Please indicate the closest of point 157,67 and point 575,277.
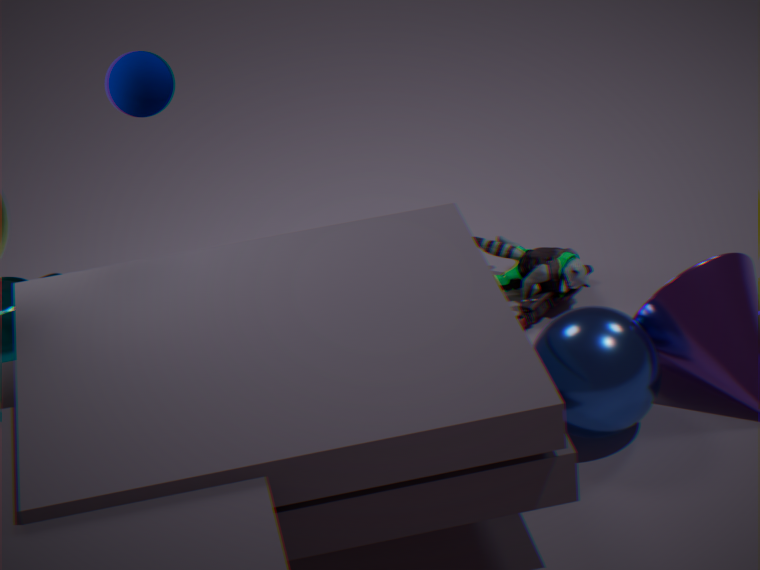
point 157,67
